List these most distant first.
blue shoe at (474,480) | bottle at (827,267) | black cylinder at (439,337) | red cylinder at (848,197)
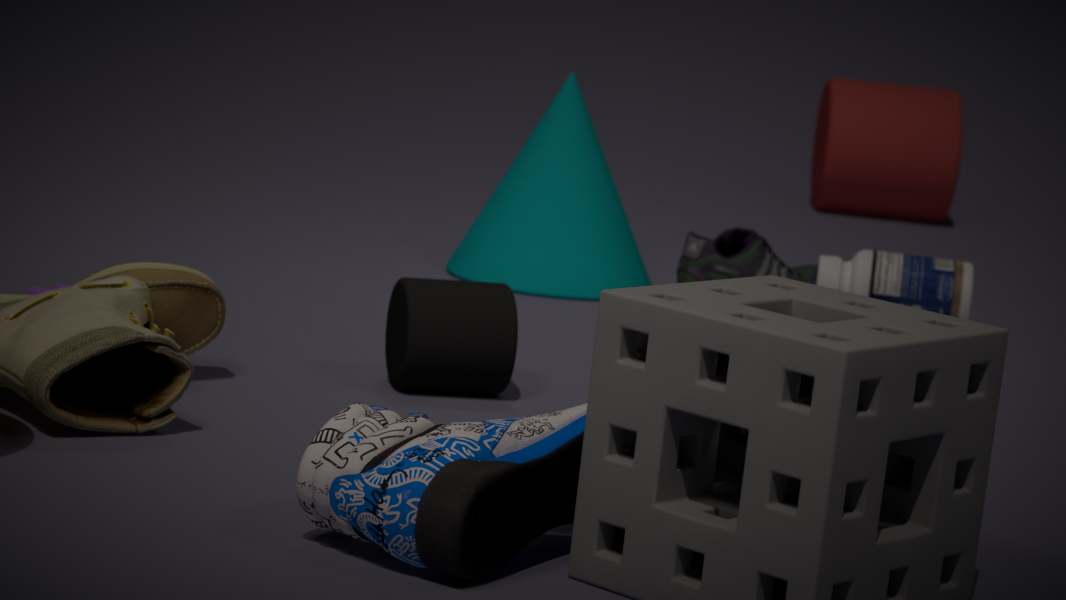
red cylinder at (848,197) → bottle at (827,267) → black cylinder at (439,337) → blue shoe at (474,480)
